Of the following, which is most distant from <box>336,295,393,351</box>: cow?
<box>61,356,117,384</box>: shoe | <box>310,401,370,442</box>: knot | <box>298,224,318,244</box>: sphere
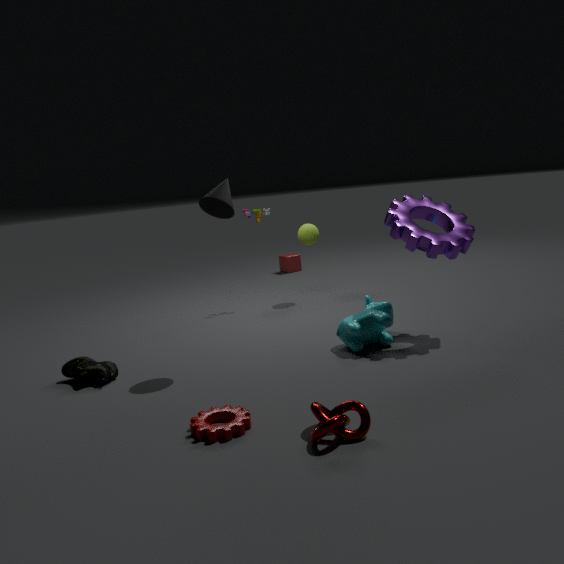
<box>61,356,117,384</box>: shoe
